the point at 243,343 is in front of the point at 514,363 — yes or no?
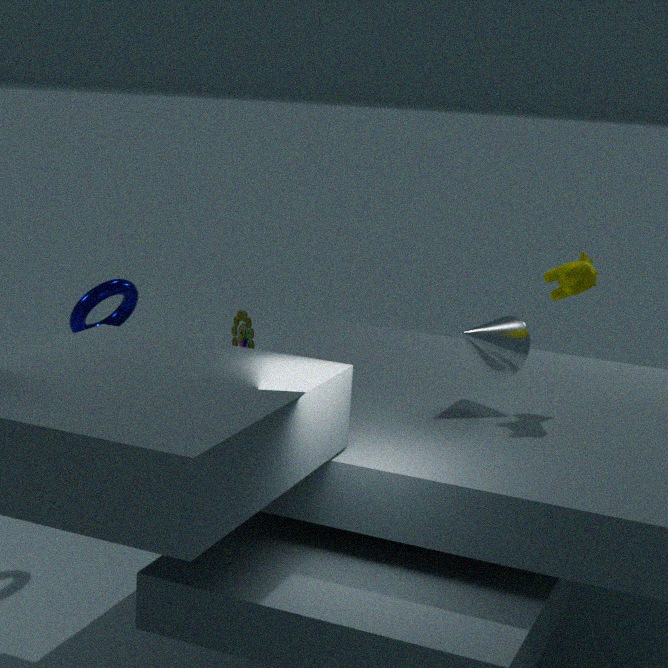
No
